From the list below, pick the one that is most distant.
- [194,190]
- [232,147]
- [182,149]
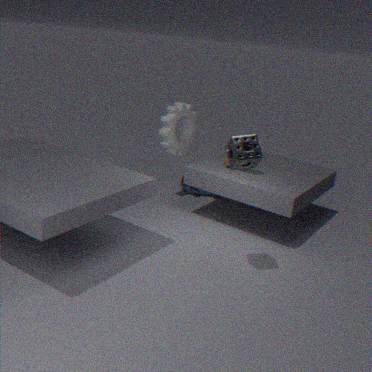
[194,190]
